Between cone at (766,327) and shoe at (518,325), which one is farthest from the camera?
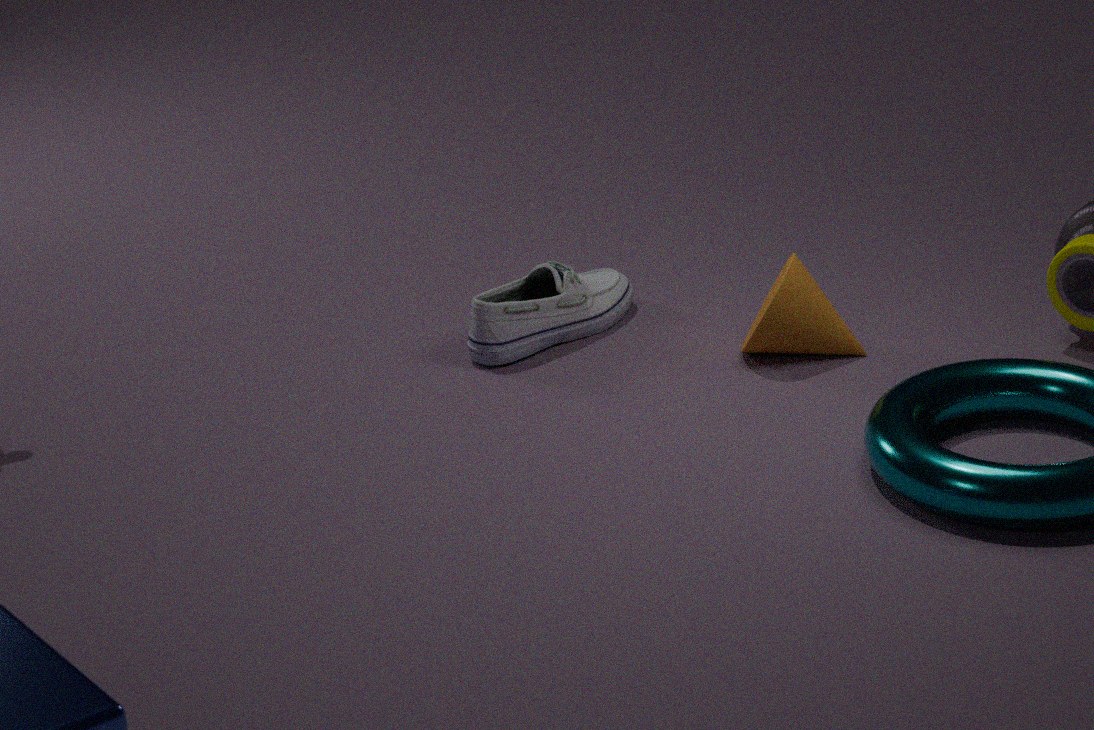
shoe at (518,325)
